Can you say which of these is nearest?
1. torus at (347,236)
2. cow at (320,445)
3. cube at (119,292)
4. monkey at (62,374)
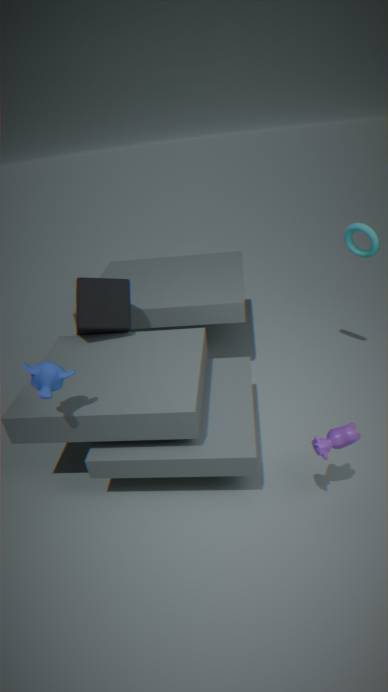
cow at (320,445)
